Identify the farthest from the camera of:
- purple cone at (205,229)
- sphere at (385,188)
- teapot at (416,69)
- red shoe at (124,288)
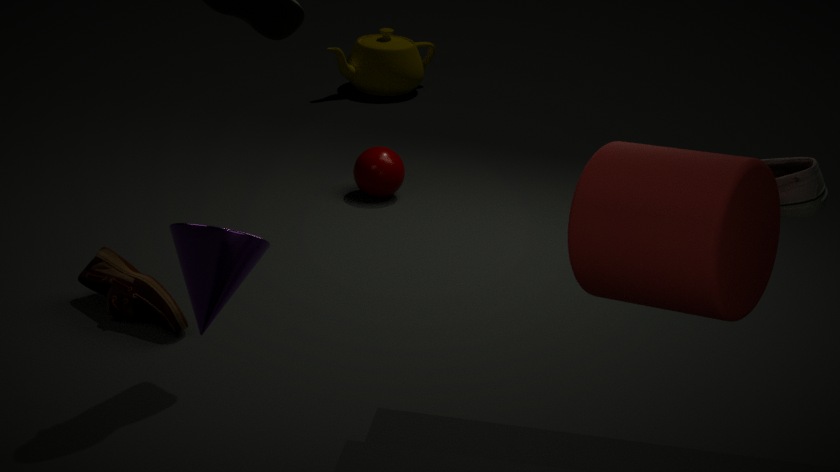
teapot at (416,69)
